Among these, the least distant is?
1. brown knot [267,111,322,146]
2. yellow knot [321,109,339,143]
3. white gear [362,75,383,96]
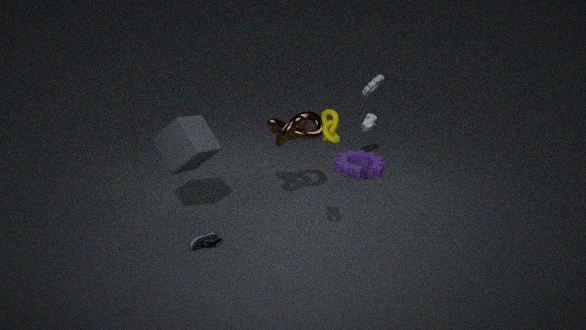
yellow knot [321,109,339,143]
